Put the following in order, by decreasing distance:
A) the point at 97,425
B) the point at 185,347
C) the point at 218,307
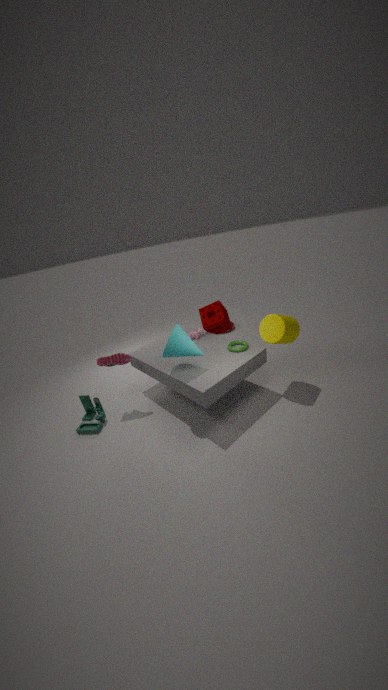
1. the point at 218,307
2. the point at 97,425
3. the point at 185,347
